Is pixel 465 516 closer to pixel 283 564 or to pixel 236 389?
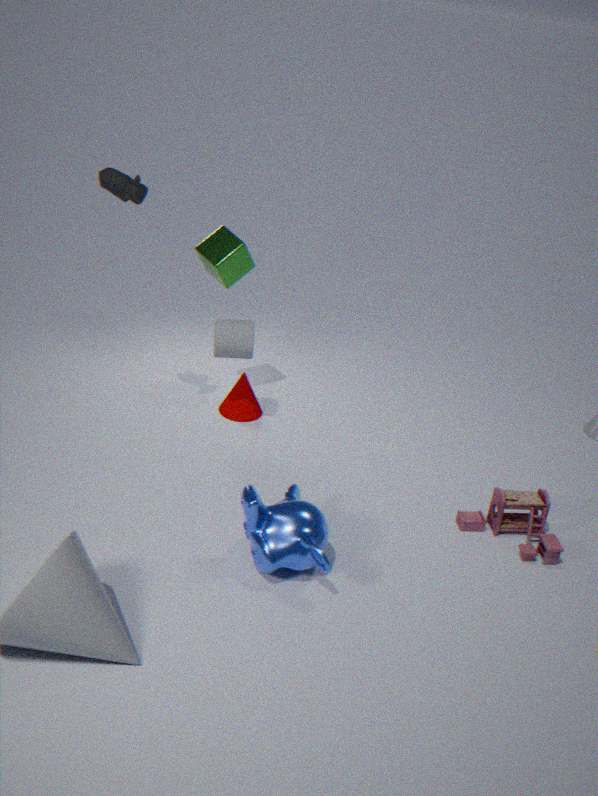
pixel 283 564
